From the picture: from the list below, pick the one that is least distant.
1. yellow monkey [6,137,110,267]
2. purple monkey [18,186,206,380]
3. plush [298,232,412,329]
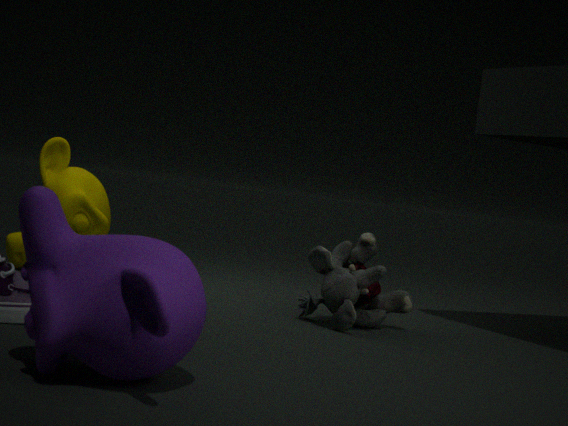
purple monkey [18,186,206,380]
